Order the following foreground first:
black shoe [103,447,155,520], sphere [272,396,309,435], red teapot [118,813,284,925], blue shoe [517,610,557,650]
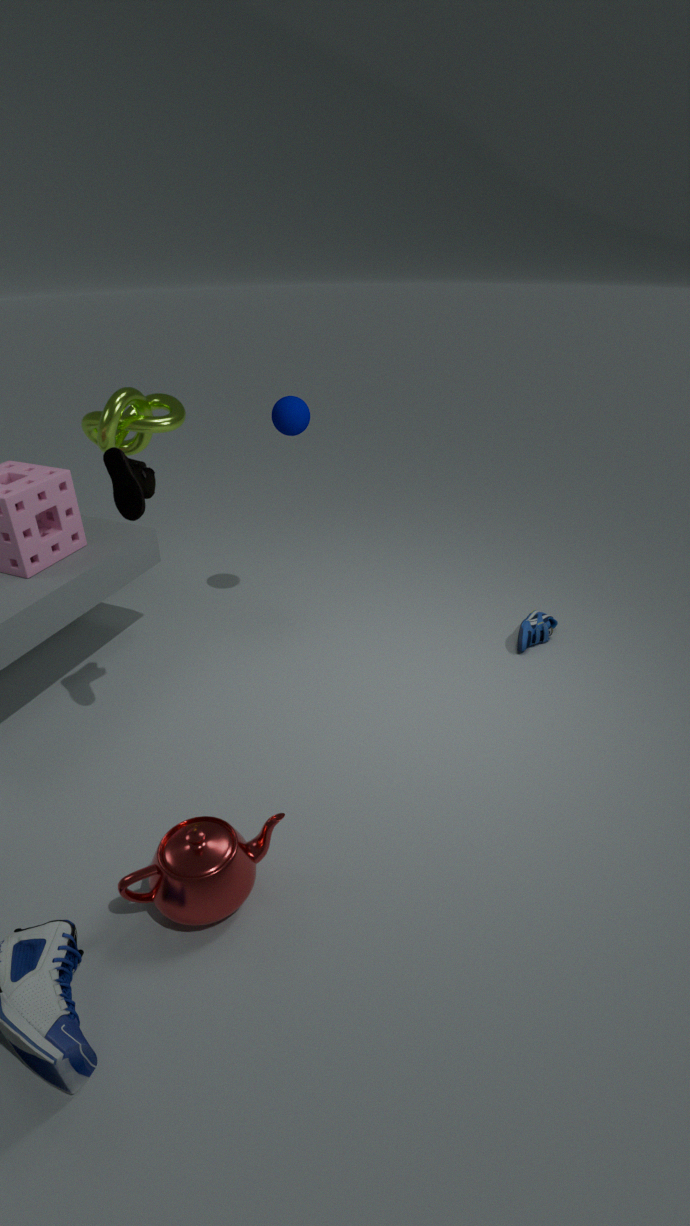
red teapot [118,813,284,925] < black shoe [103,447,155,520] < sphere [272,396,309,435] < blue shoe [517,610,557,650]
